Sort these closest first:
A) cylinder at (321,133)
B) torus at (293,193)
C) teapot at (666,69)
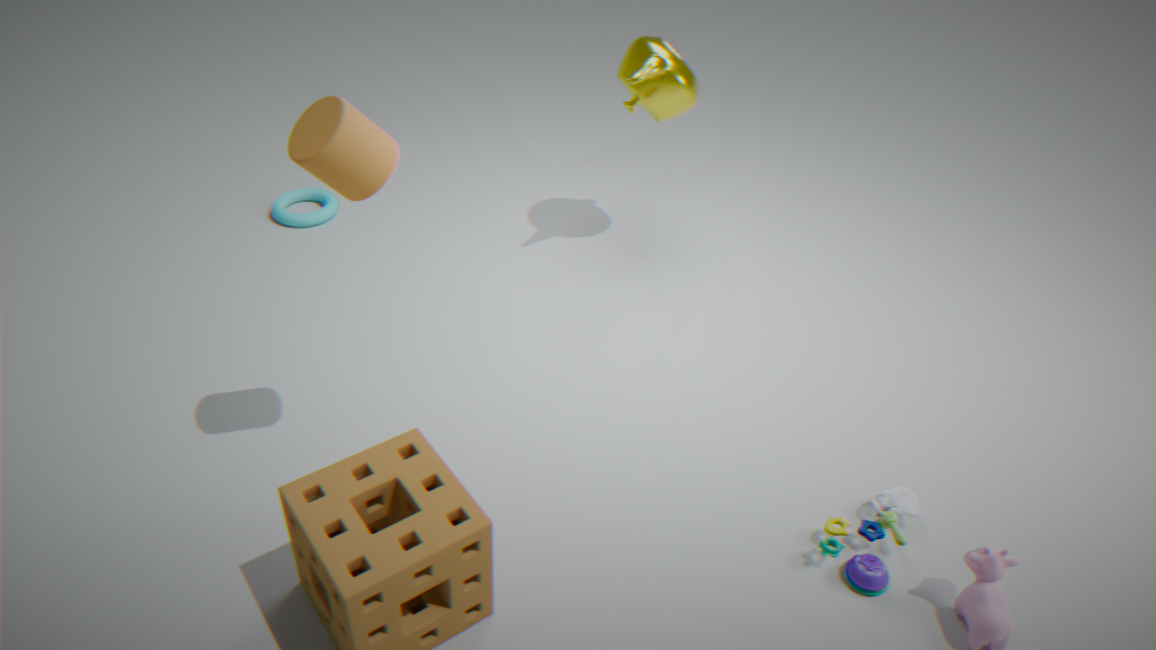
cylinder at (321,133) → teapot at (666,69) → torus at (293,193)
